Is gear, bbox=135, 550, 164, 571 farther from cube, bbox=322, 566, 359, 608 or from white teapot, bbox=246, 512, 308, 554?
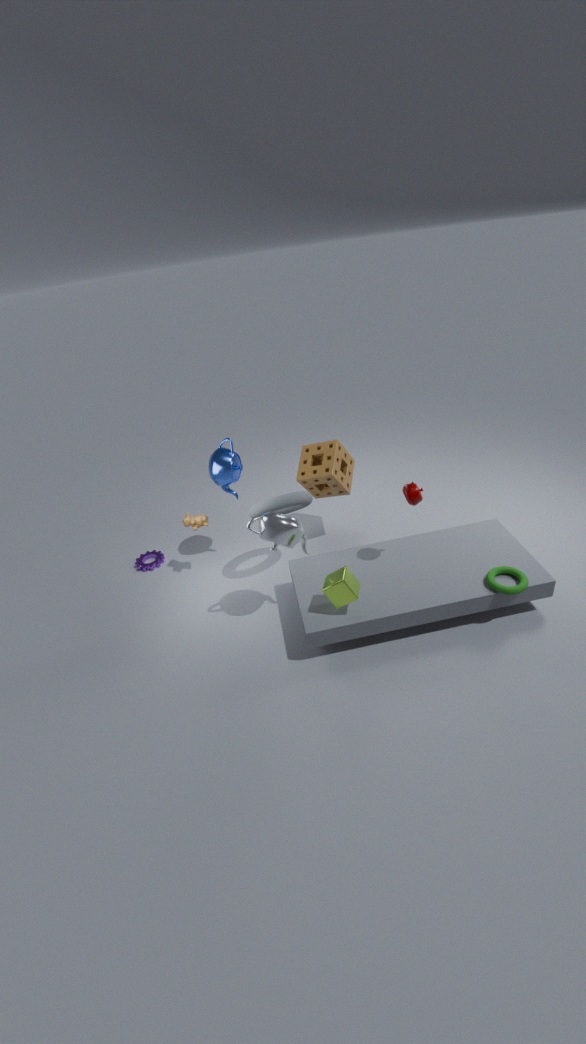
cube, bbox=322, 566, 359, 608
